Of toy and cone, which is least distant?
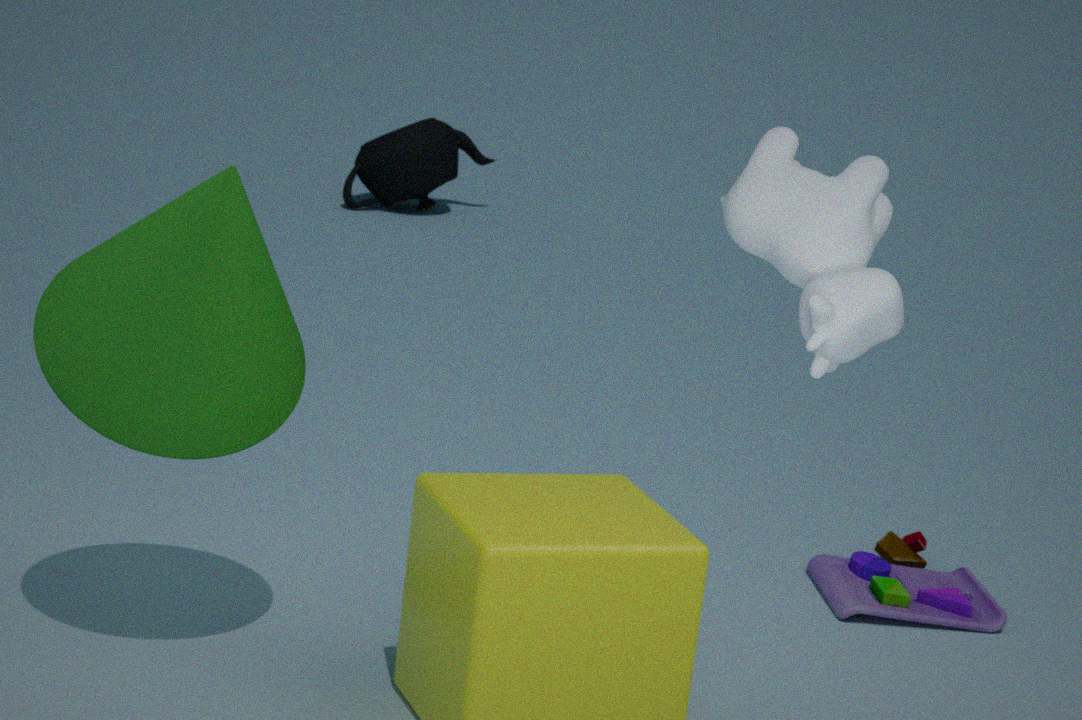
cone
